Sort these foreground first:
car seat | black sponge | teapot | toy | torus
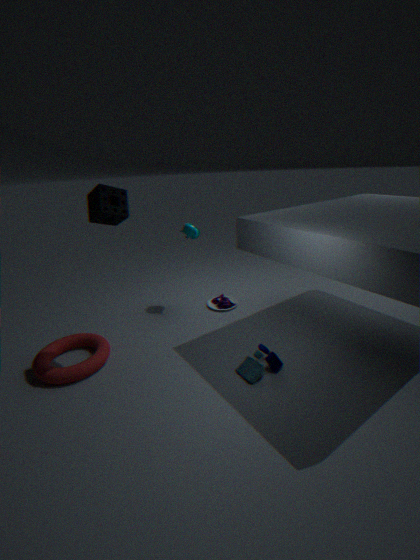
black sponge, toy, torus, teapot, car seat
